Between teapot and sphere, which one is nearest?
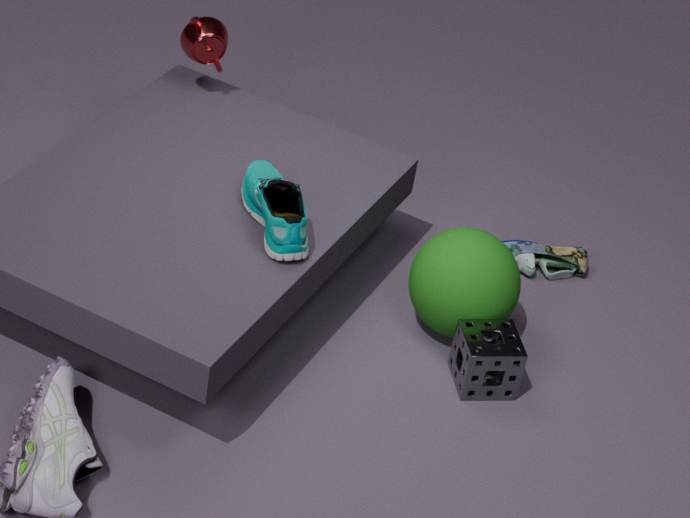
sphere
